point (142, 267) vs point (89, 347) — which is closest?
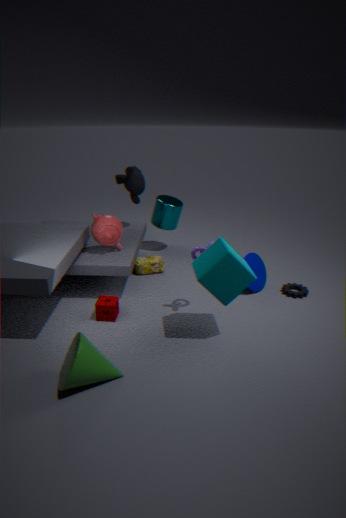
point (89, 347)
